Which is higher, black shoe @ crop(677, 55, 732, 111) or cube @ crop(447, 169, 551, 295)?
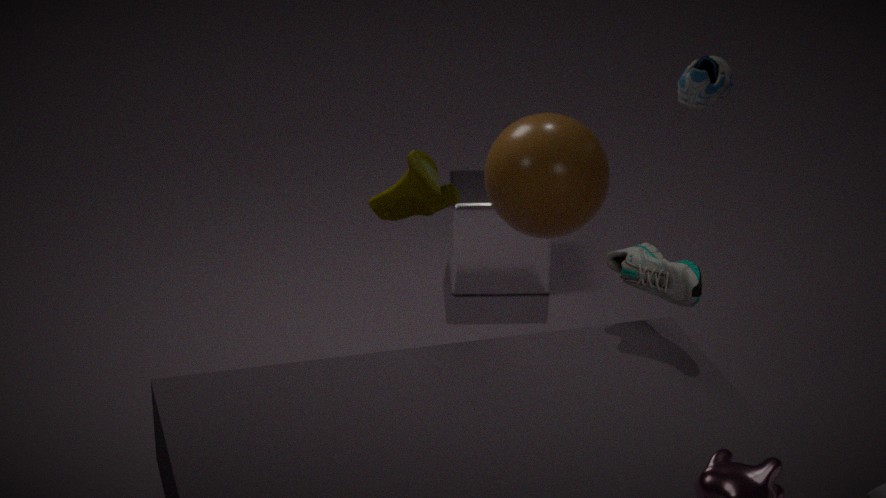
black shoe @ crop(677, 55, 732, 111)
